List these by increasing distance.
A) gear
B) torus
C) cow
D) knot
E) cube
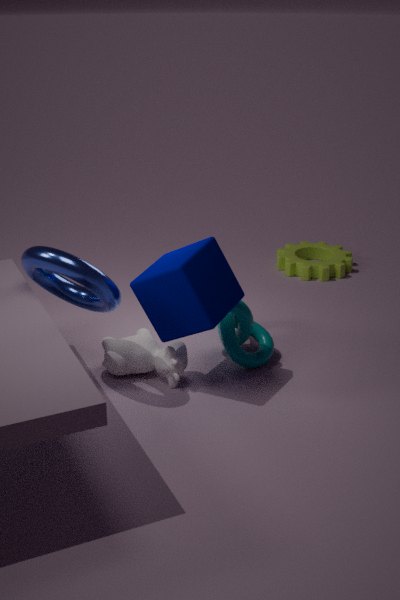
torus
cube
cow
knot
gear
